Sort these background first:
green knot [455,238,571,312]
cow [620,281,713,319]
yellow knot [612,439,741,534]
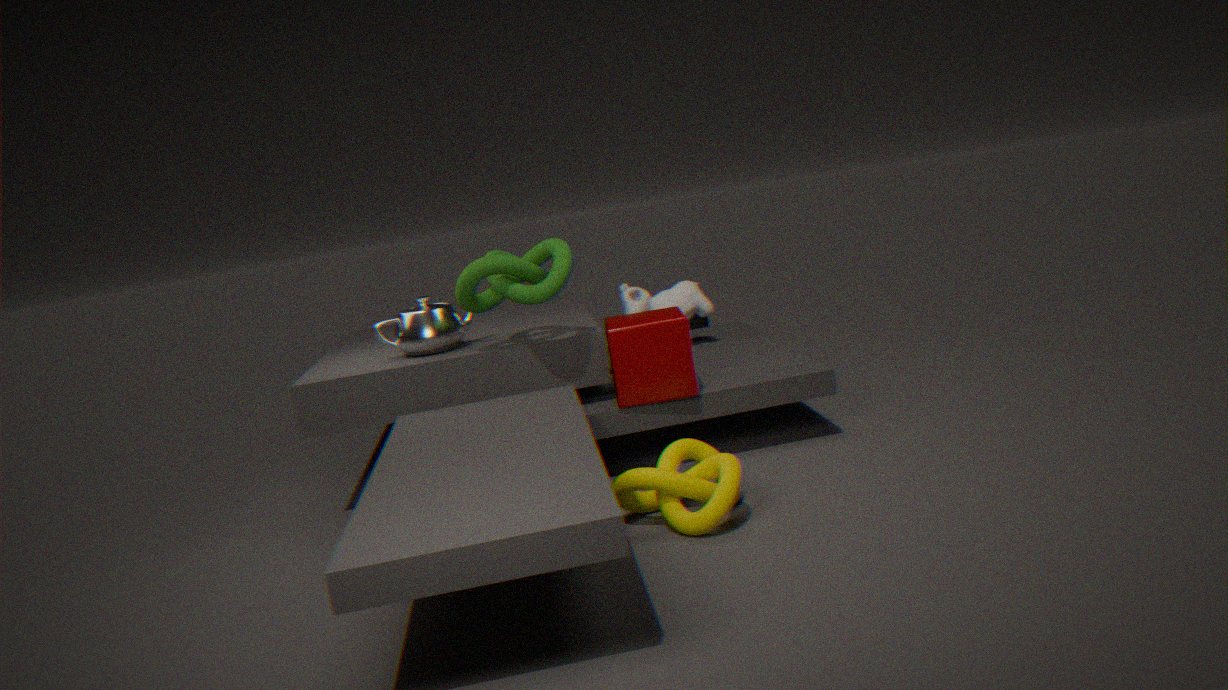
cow [620,281,713,319], green knot [455,238,571,312], yellow knot [612,439,741,534]
